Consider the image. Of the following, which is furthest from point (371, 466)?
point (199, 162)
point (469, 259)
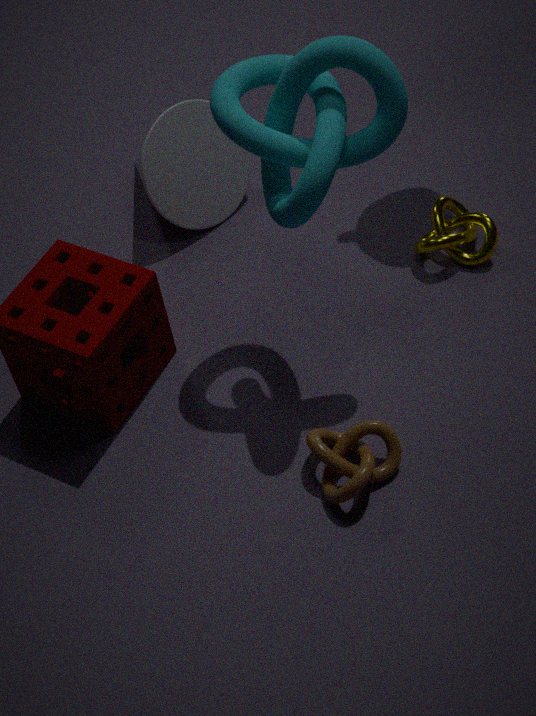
point (199, 162)
